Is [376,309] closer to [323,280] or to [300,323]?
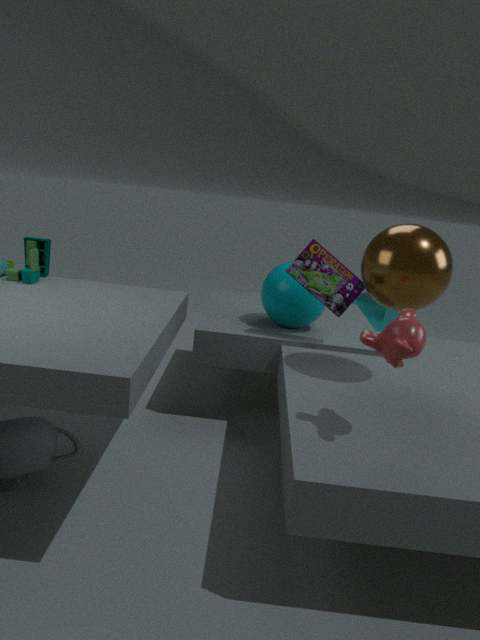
[300,323]
